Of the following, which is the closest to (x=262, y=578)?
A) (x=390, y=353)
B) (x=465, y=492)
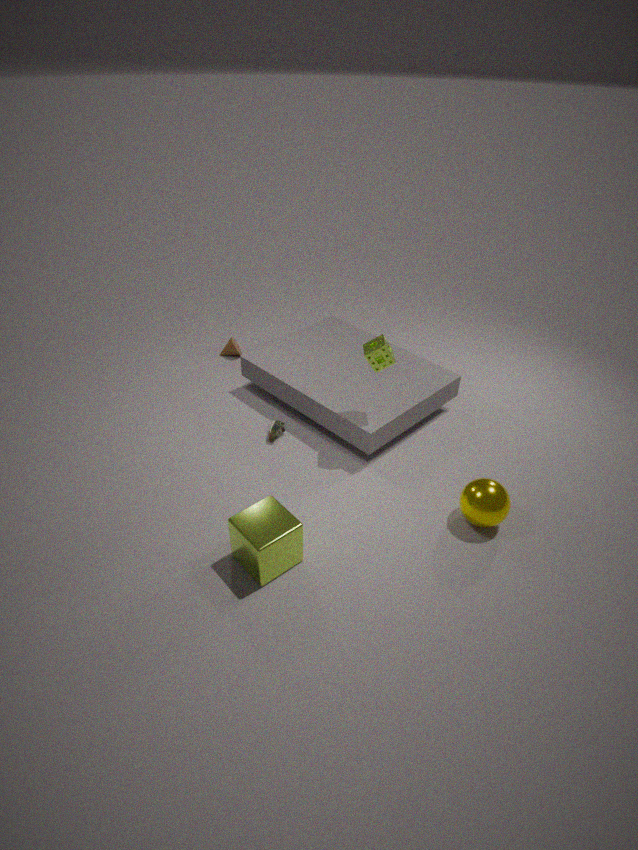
(x=465, y=492)
